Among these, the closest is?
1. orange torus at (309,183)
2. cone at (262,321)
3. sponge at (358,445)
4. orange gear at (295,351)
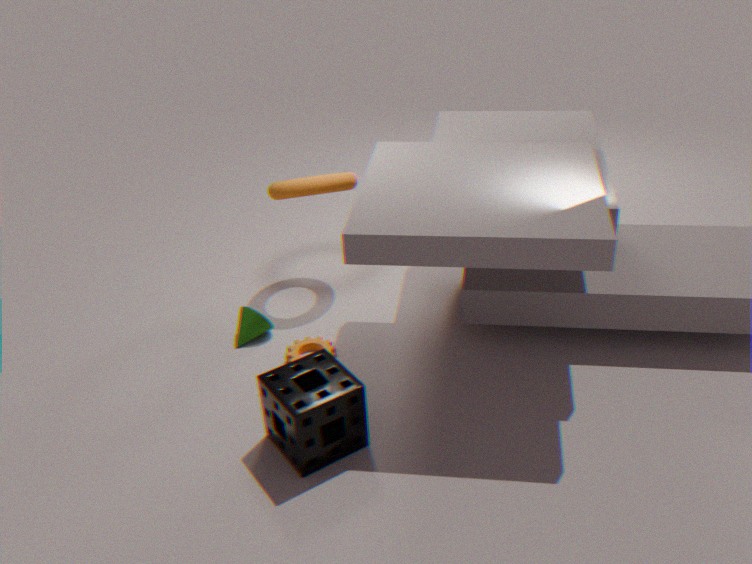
sponge at (358,445)
